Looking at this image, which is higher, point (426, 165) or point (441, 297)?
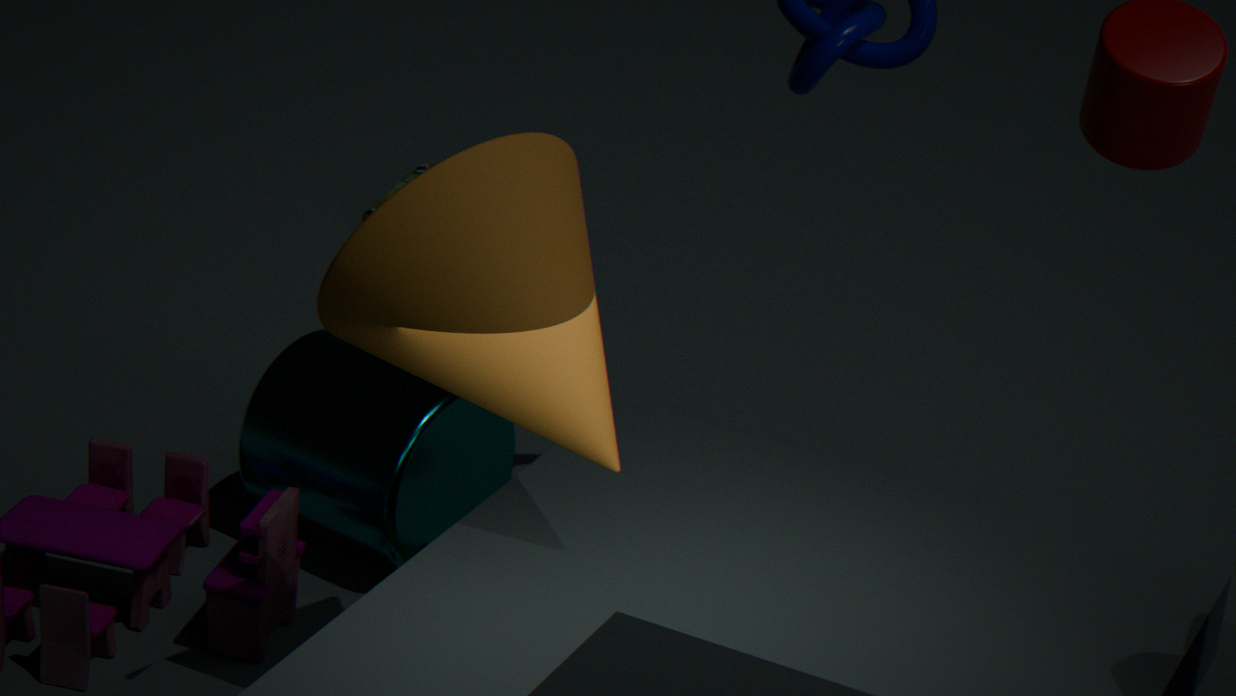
point (441, 297)
